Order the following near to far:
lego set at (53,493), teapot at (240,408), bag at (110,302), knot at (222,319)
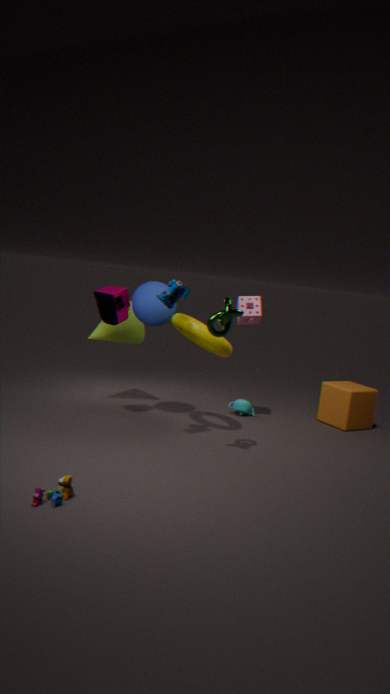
lego set at (53,493) → knot at (222,319) → bag at (110,302) → teapot at (240,408)
